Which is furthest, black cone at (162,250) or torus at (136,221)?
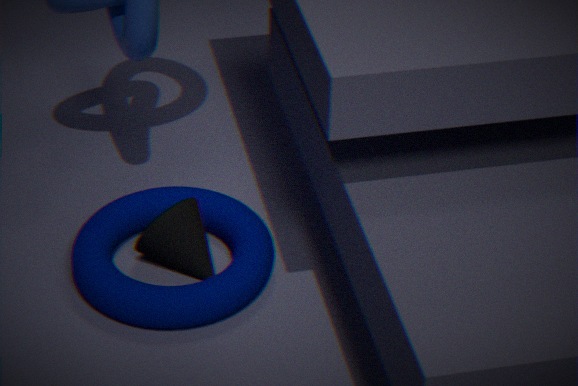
black cone at (162,250)
